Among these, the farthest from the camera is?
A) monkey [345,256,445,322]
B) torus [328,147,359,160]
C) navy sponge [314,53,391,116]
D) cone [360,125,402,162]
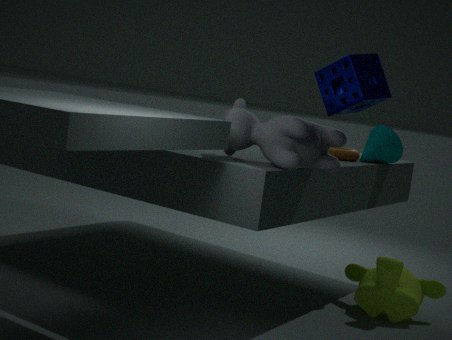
cone [360,125,402,162]
